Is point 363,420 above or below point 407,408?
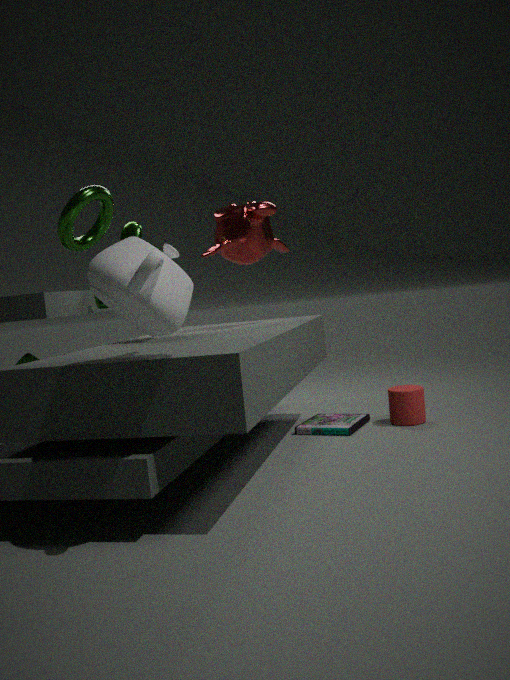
below
